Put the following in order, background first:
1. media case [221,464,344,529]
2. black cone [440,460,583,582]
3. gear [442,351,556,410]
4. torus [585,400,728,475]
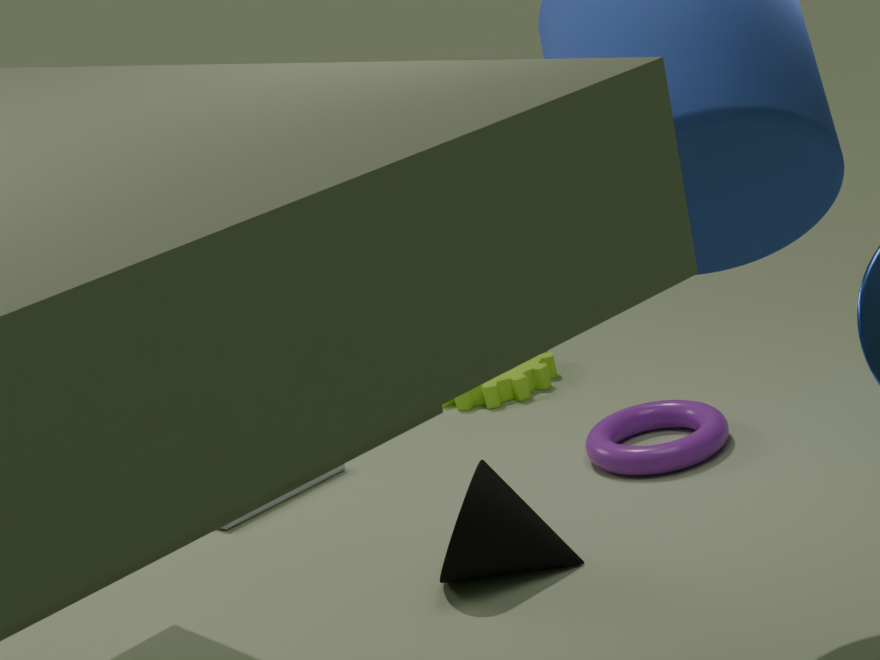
gear [442,351,556,410]
media case [221,464,344,529]
torus [585,400,728,475]
black cone [440,460,583,582]
